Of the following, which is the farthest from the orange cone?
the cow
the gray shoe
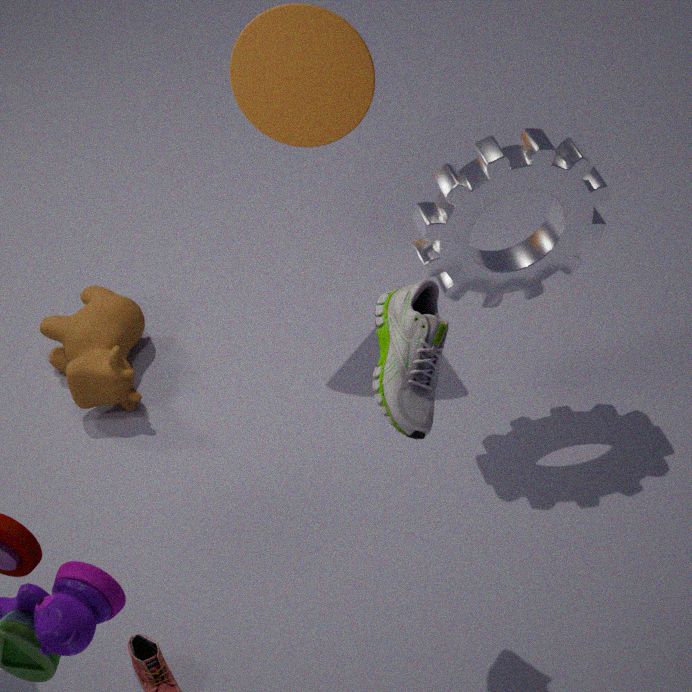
the gray shoe
